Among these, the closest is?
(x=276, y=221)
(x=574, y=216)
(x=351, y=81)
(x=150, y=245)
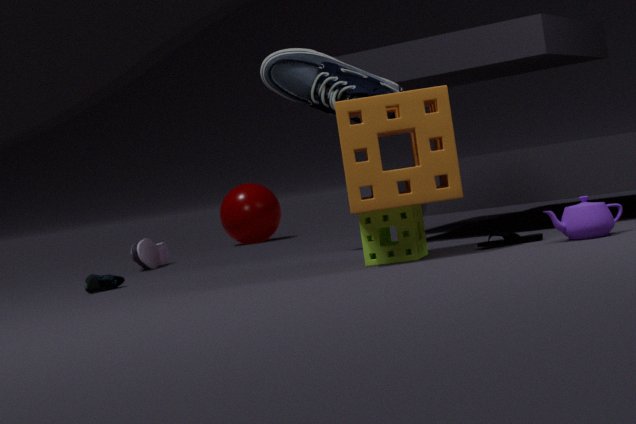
(x=574, y=216)
